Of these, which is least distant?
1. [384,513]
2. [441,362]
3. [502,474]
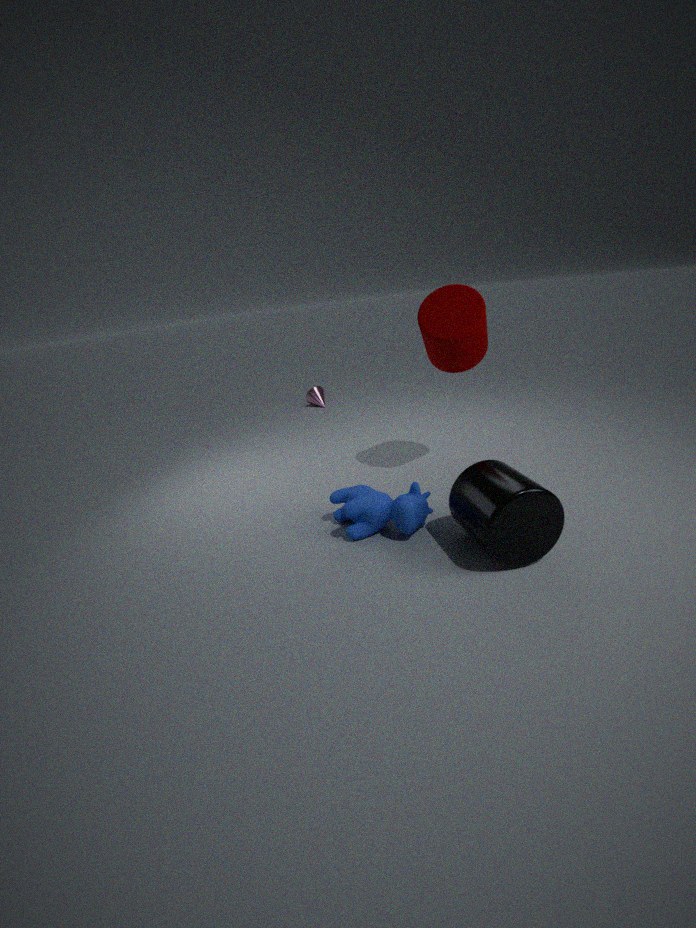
[502,474]
